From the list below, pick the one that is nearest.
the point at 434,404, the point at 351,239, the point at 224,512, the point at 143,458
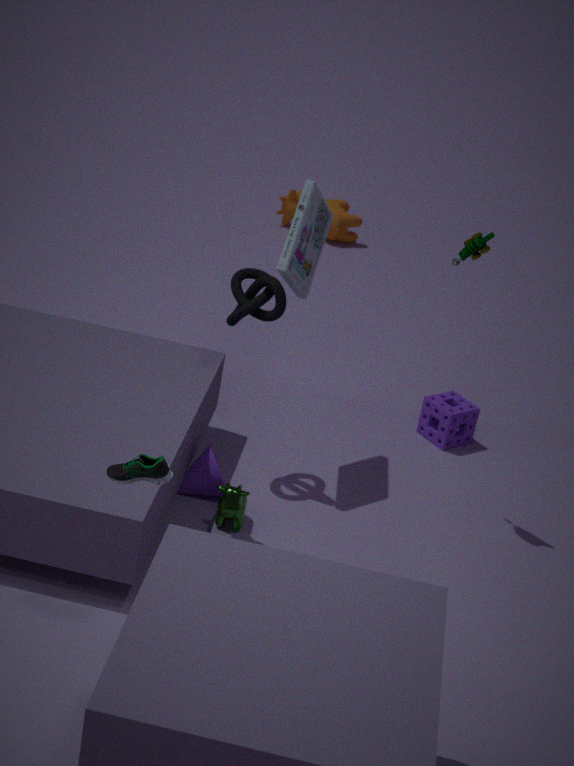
the point at 143,458
